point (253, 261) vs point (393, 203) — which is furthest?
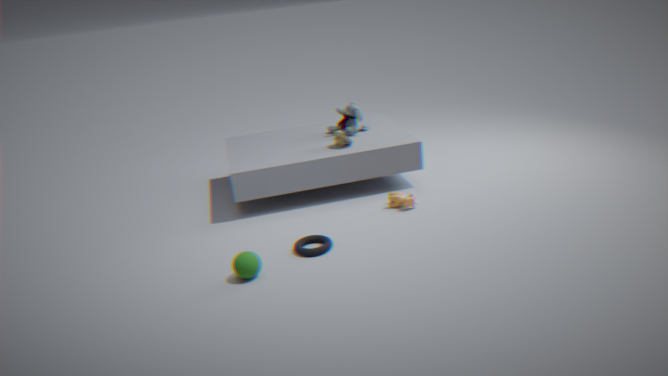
point (393, 203)
